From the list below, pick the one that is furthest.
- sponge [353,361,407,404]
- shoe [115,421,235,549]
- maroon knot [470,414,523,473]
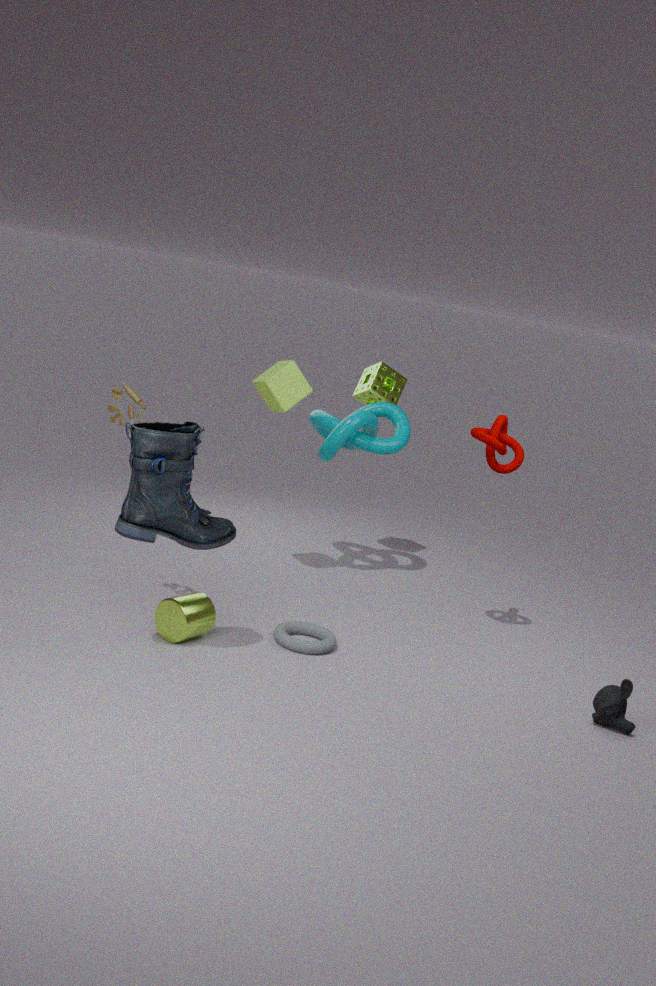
sponge [353,361,407,404]
